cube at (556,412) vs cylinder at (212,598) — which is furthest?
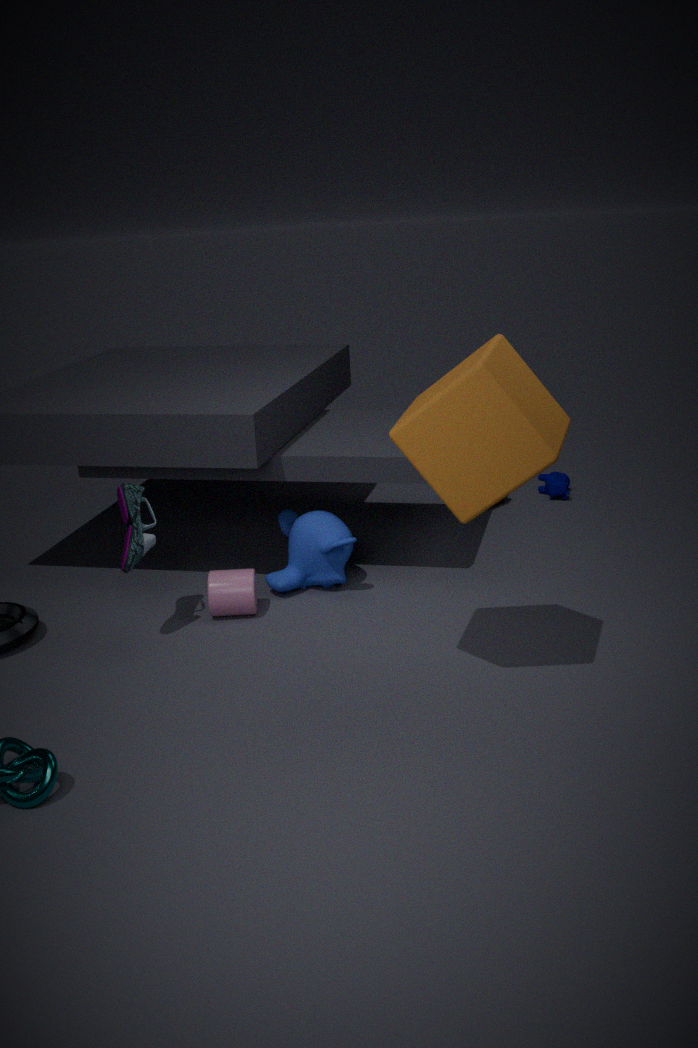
cylinder at (212,598)
